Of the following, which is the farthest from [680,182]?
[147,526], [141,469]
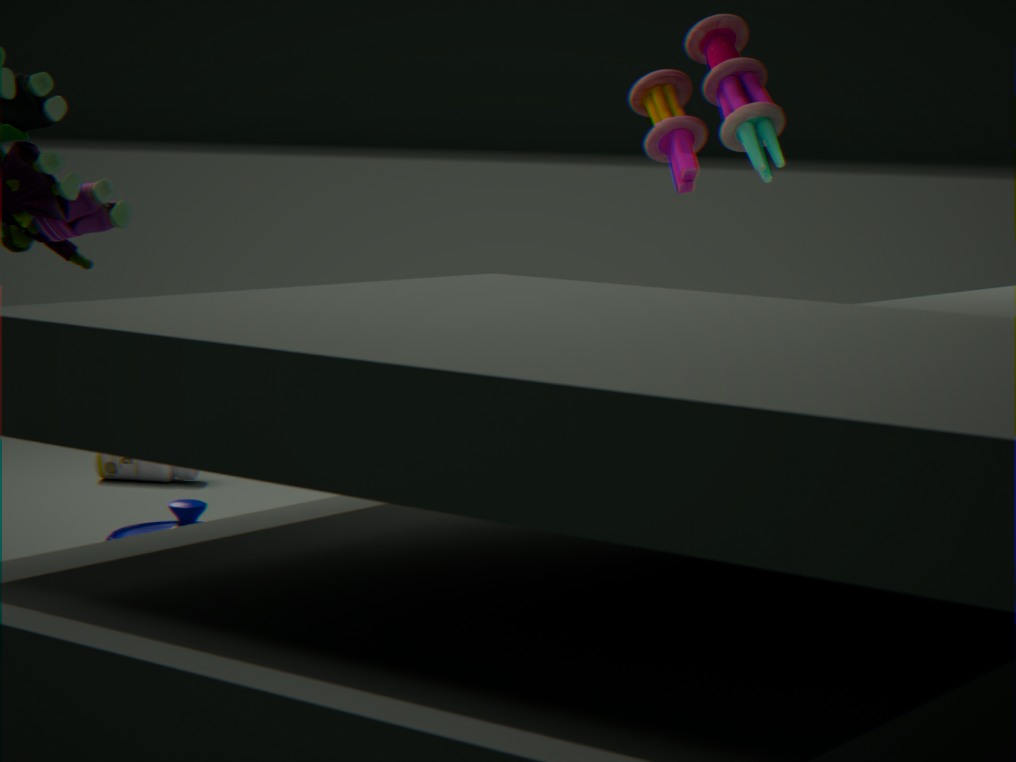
[147,526]
